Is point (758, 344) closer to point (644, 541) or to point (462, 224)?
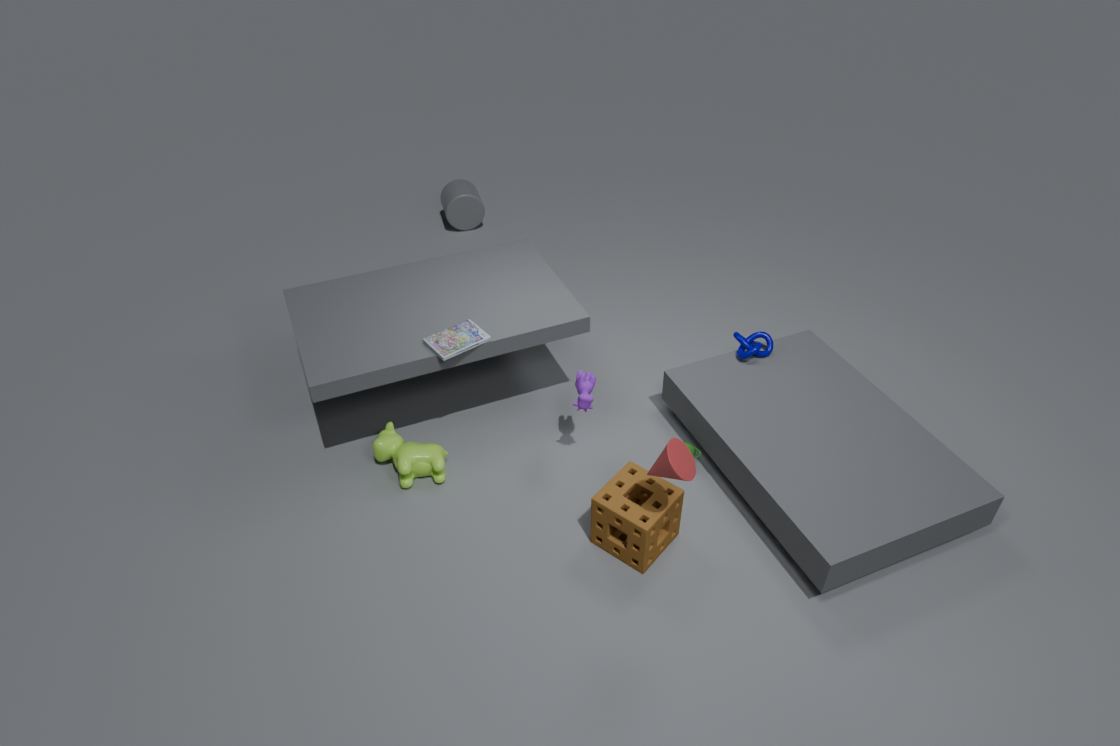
point (644, 541)
